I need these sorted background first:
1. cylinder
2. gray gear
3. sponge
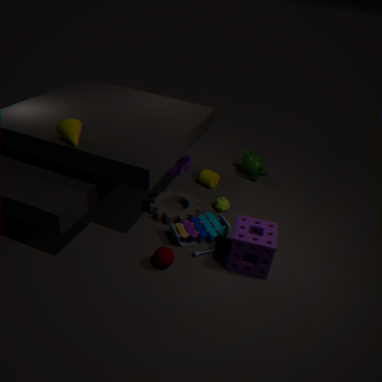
1. cylinder
2. gray gear
3. sponge
